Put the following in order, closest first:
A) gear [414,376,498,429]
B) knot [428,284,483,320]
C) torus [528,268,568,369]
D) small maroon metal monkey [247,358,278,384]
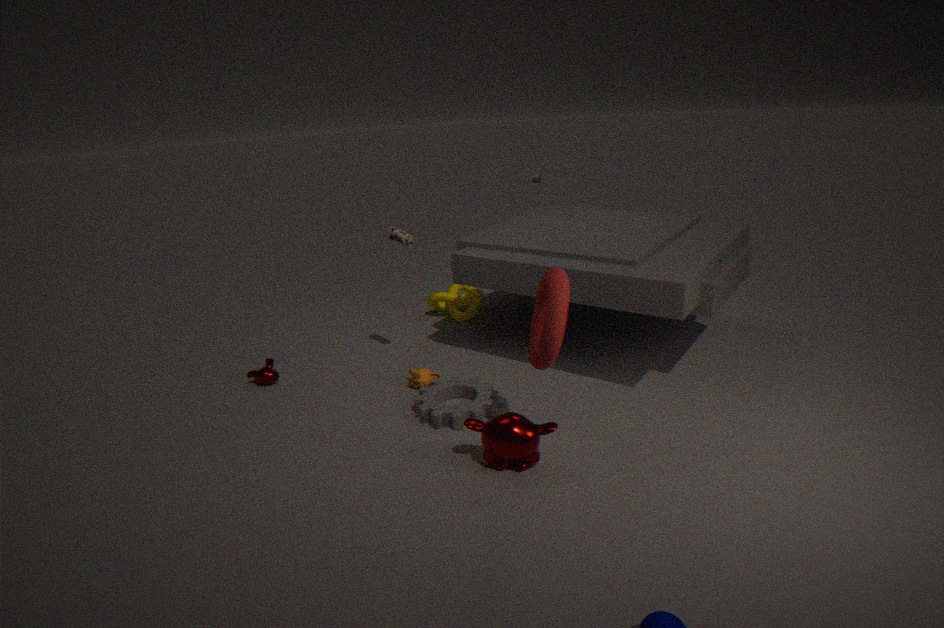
torus [528,268,568,369] < gear [414,376,498,429] < small maroon metal monkey [247,358,278,384] < knot [428,284,483,320]
